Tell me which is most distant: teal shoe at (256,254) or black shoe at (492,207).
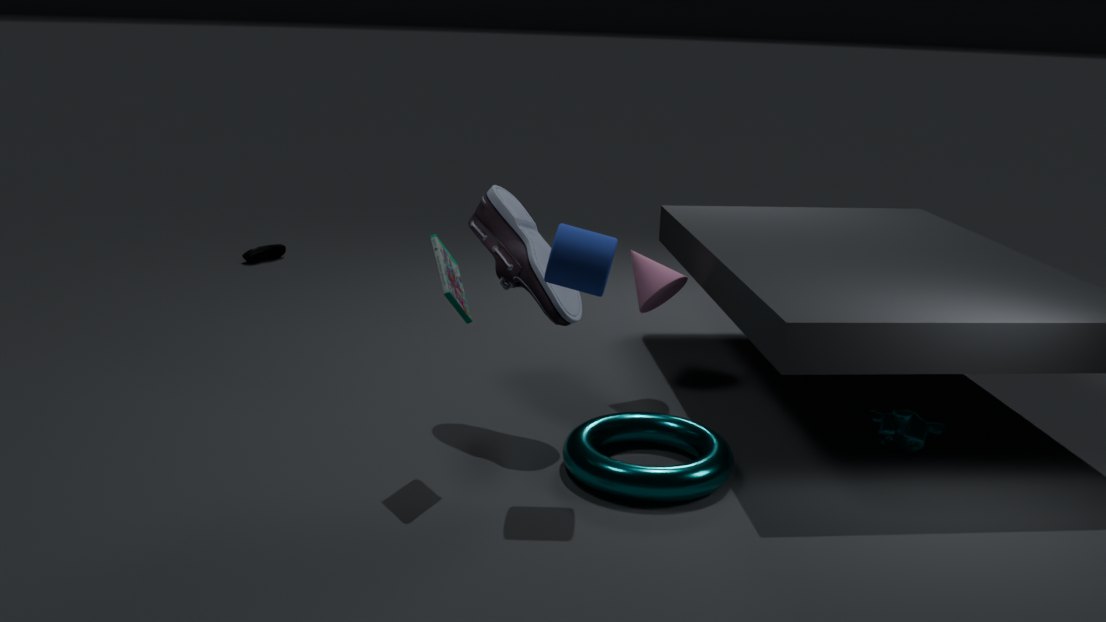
teal shoe at (256,254)
